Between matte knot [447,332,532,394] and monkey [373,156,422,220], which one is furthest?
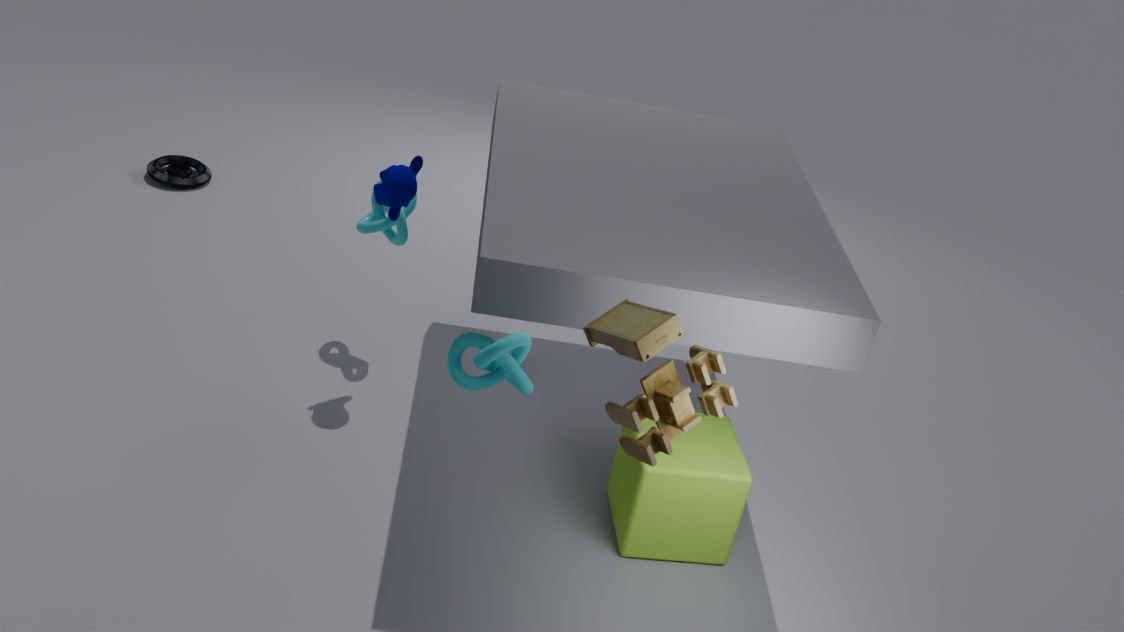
monkey [373,156,422,220]
